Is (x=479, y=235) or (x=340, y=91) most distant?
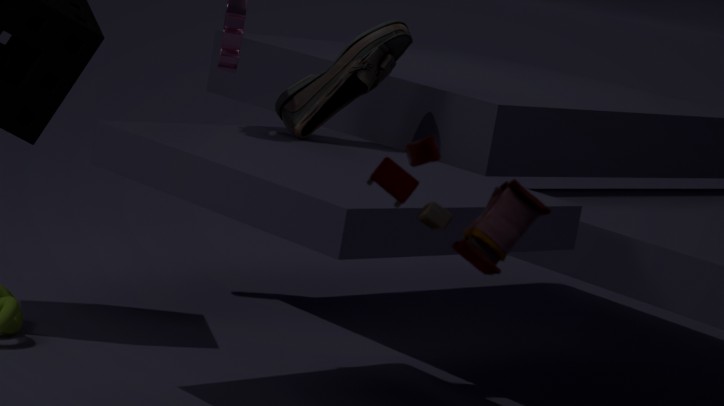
(x=340, y=91)
